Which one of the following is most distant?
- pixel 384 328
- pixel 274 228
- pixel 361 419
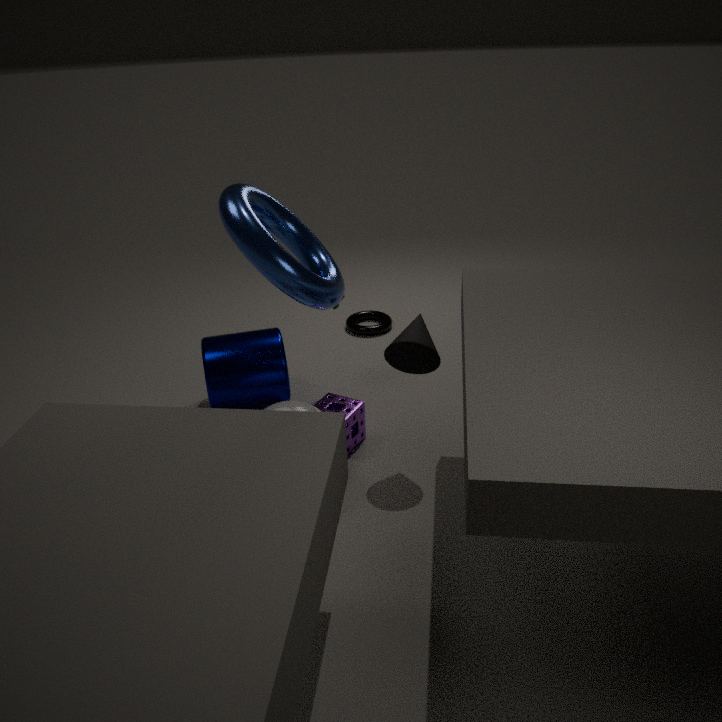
pixel 384 328
